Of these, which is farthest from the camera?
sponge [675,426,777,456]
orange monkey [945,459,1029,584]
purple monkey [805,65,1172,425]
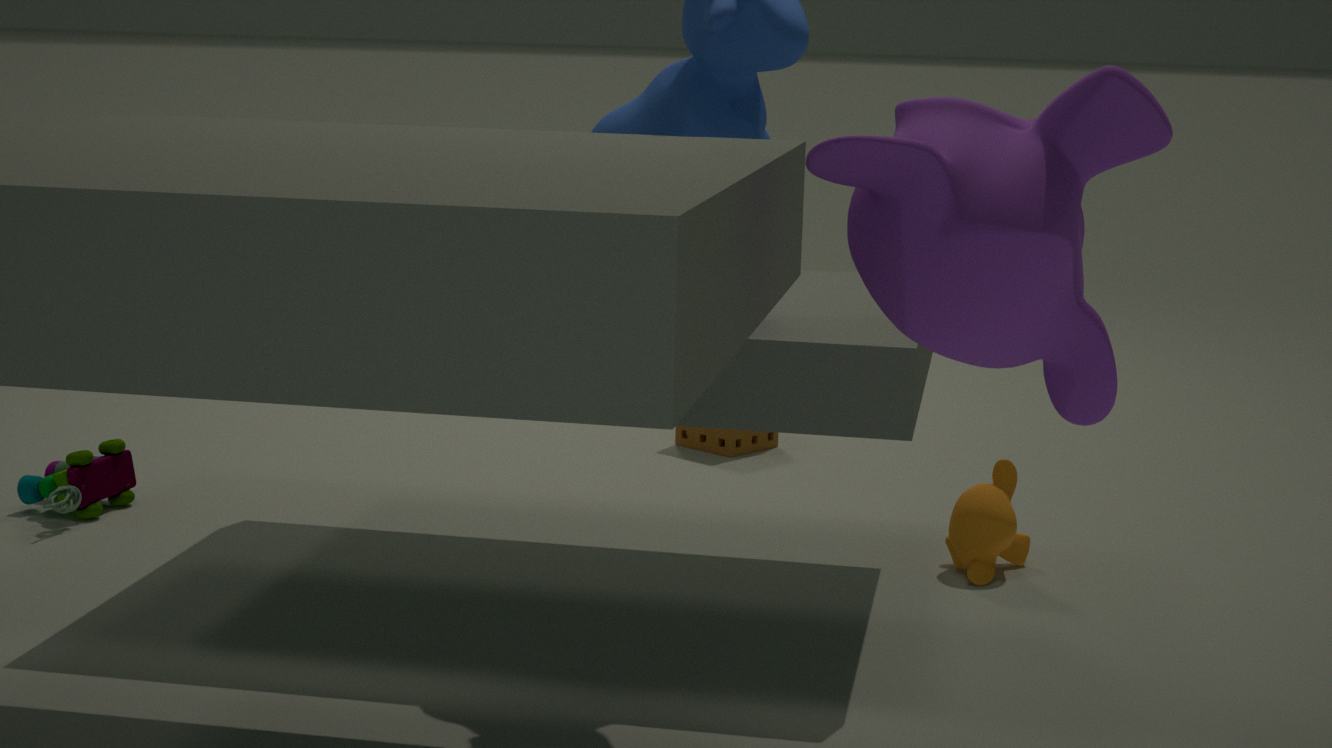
sponge [675,426,777,456]
